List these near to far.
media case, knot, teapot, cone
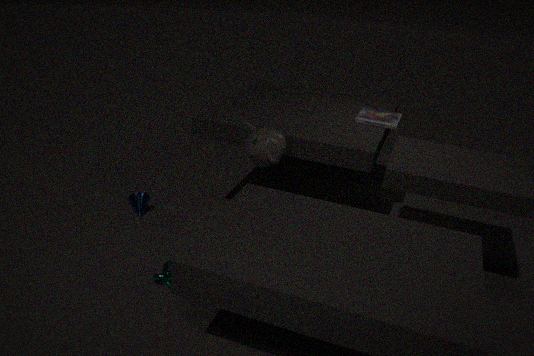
knot
teapot
media case
cone
